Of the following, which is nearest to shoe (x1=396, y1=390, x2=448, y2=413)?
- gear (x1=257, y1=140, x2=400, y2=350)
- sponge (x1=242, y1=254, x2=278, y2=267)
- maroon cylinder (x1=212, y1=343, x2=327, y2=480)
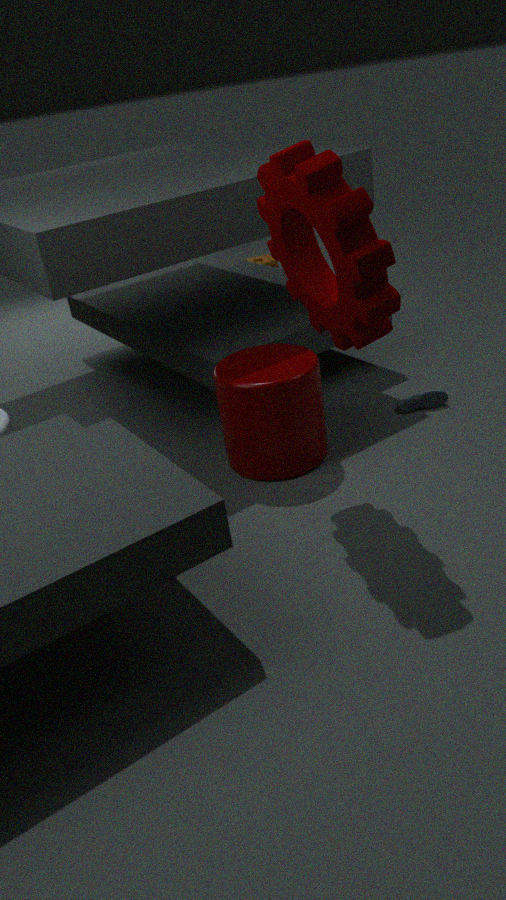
maroon cylinder (x1=212, y1=343, x2=327, y2=480)
